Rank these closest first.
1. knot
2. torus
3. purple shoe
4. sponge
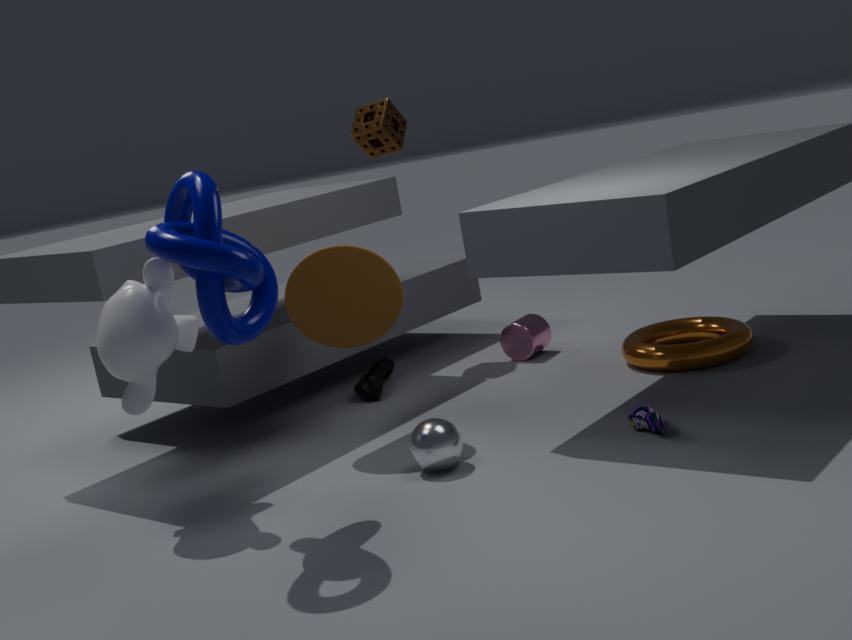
knot < purple shoe < torus < sponge
